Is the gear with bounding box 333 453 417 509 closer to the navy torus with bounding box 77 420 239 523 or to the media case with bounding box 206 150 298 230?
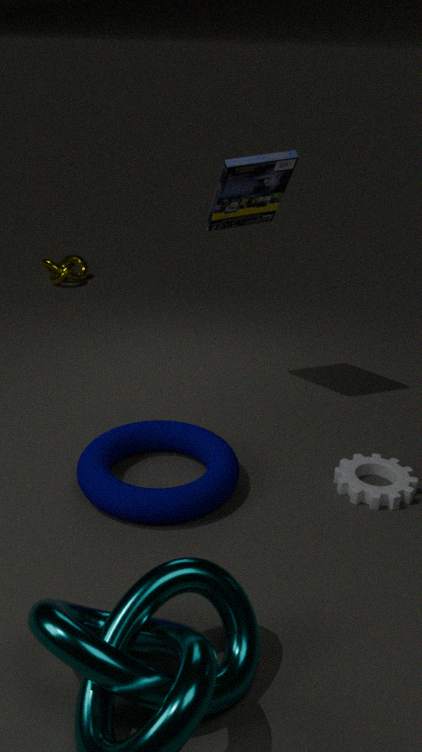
the navy torus with bounding box 77 420 239 523
